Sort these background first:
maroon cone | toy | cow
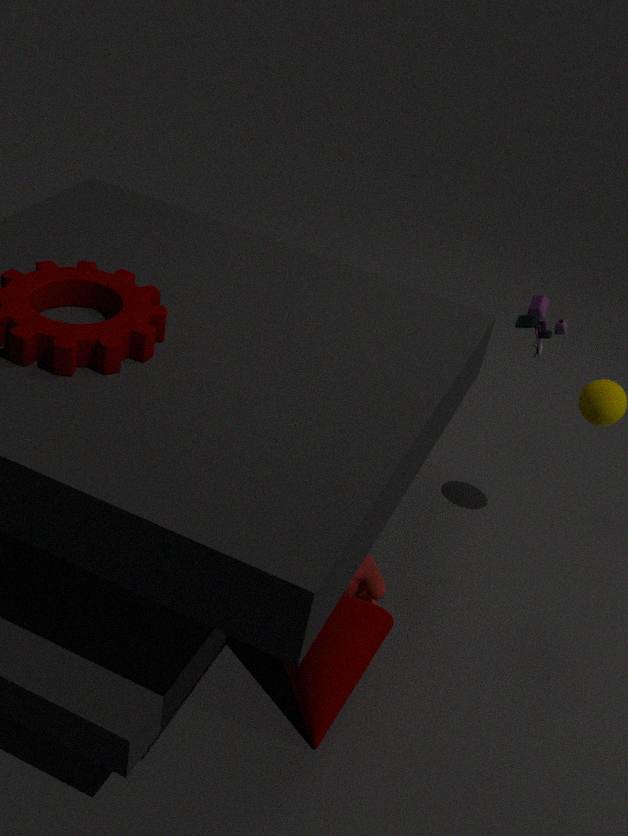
toy
cow
maroon cone
